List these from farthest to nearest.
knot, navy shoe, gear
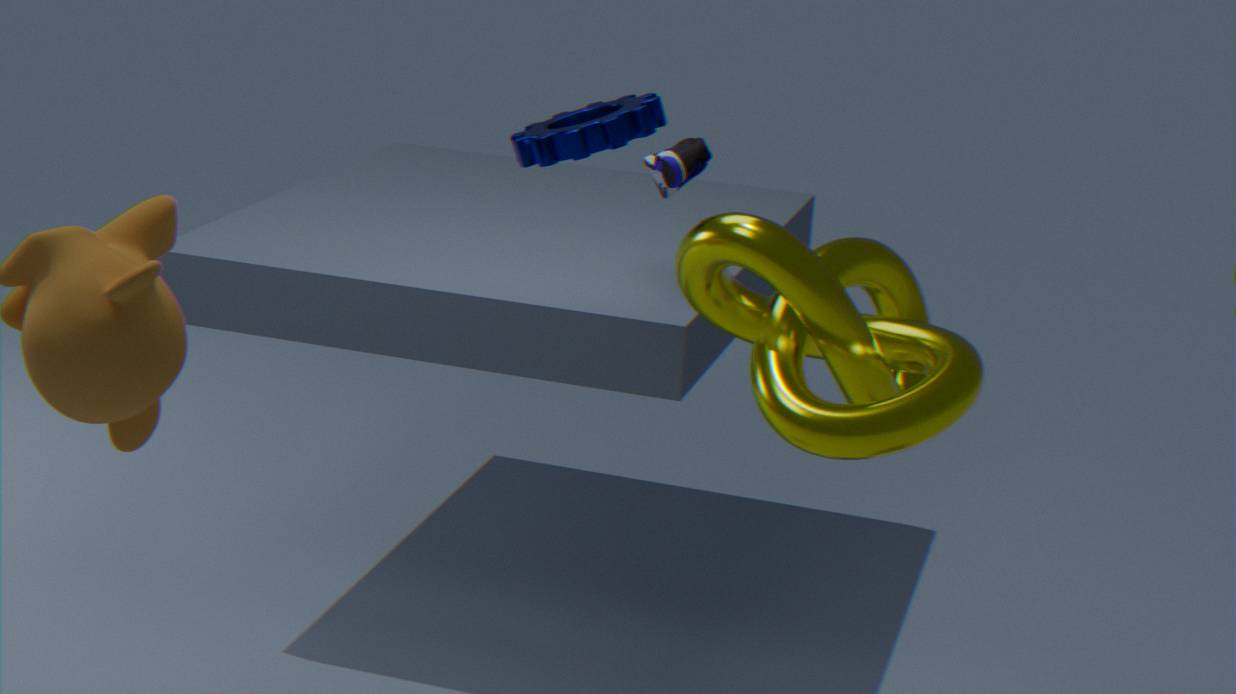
navy shoe < gear < knot
